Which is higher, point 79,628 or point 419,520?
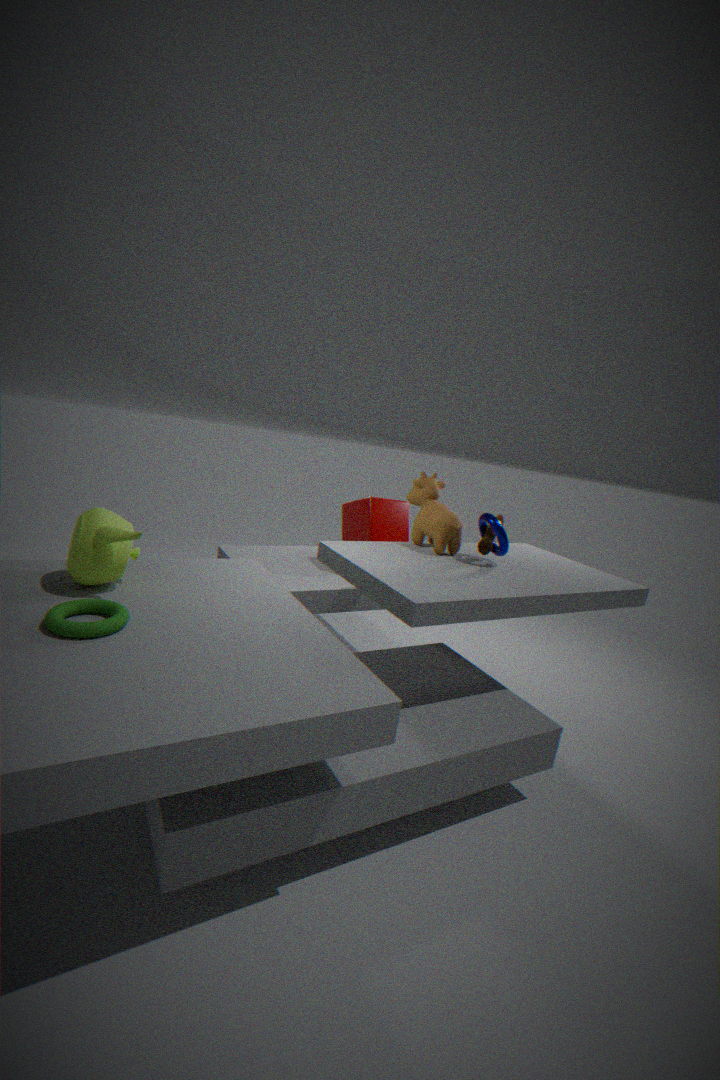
point 419,520
